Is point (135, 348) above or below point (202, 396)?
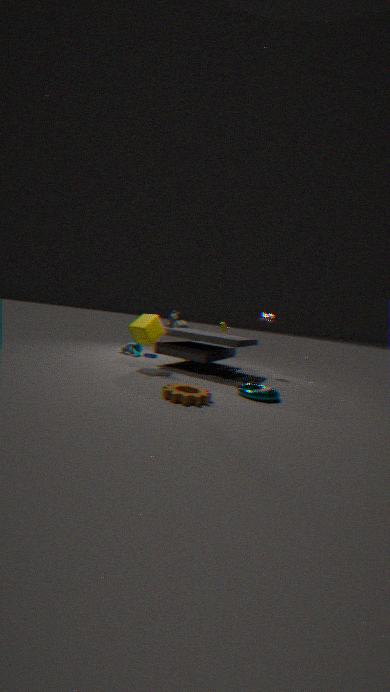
above
